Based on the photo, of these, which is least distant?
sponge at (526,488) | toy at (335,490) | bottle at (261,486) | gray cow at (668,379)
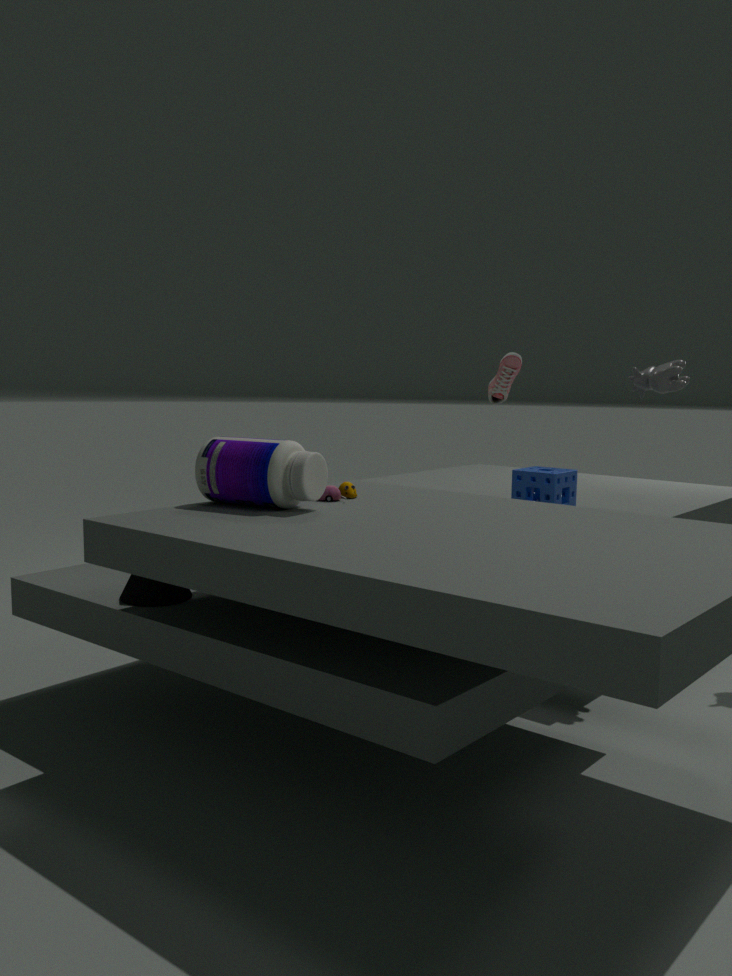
bottle at (261,486)
